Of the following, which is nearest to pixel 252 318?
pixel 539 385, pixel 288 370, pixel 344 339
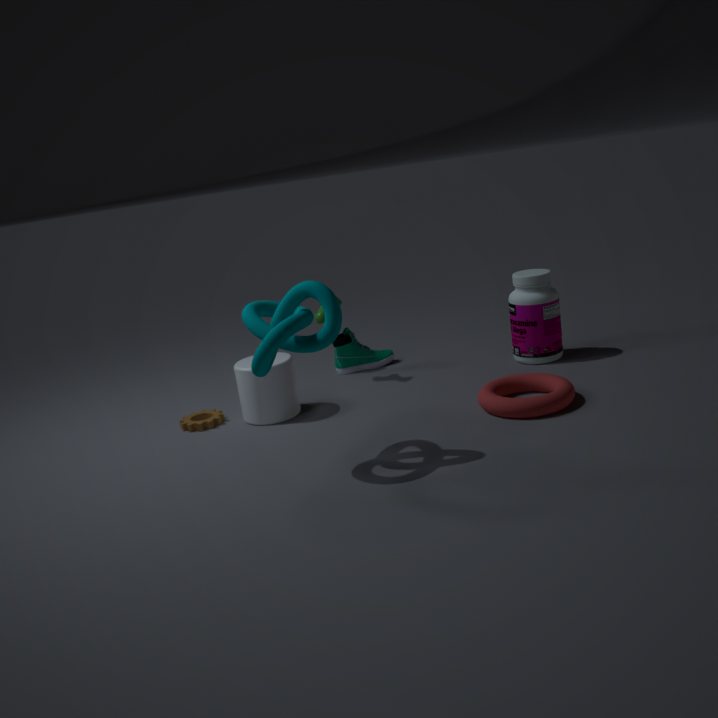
pixel 288 370
